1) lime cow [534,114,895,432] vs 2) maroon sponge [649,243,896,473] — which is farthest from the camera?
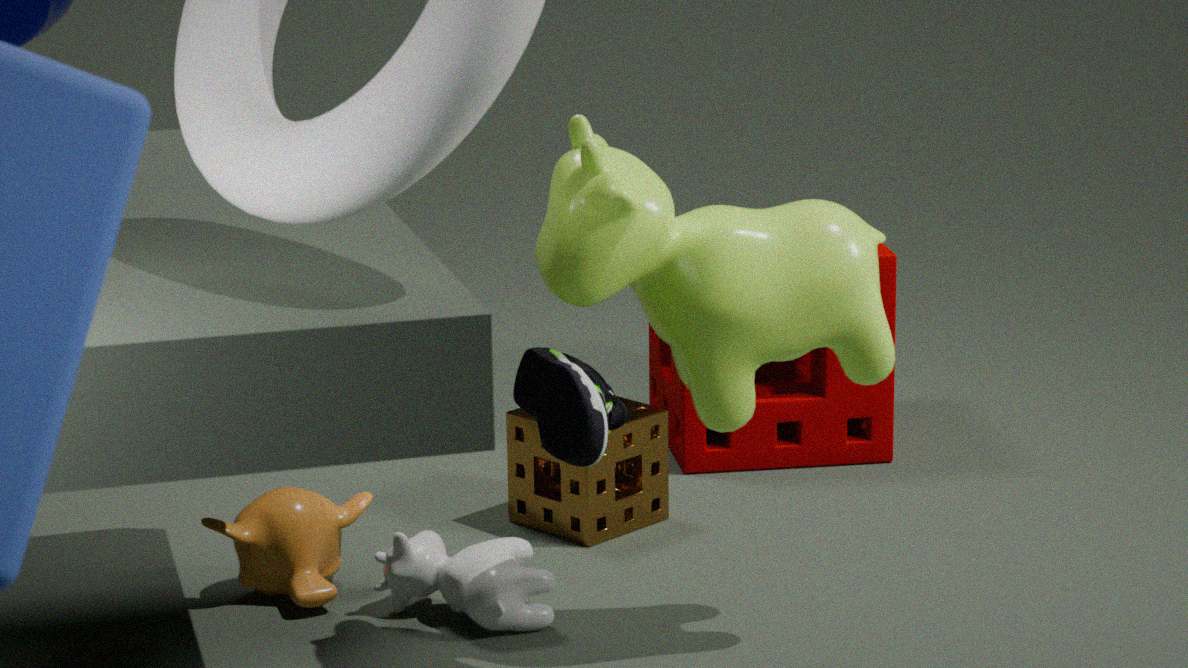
2. maroon sponge [649,243,896,473]
